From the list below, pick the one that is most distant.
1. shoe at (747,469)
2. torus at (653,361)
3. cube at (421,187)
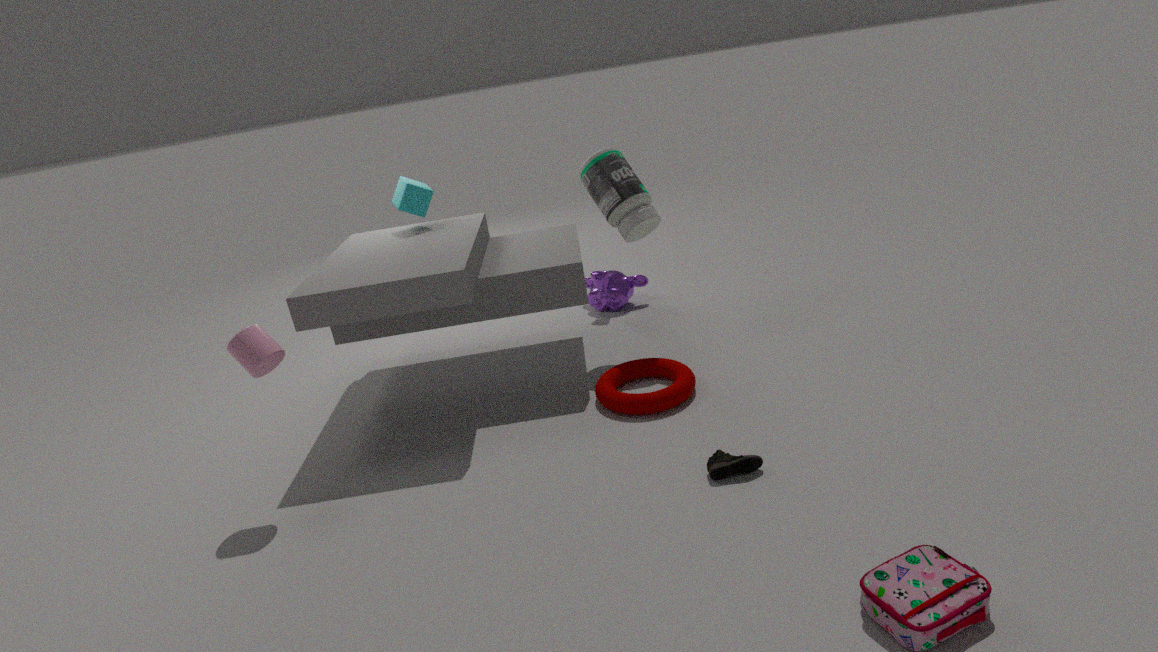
cube at (421,187)
